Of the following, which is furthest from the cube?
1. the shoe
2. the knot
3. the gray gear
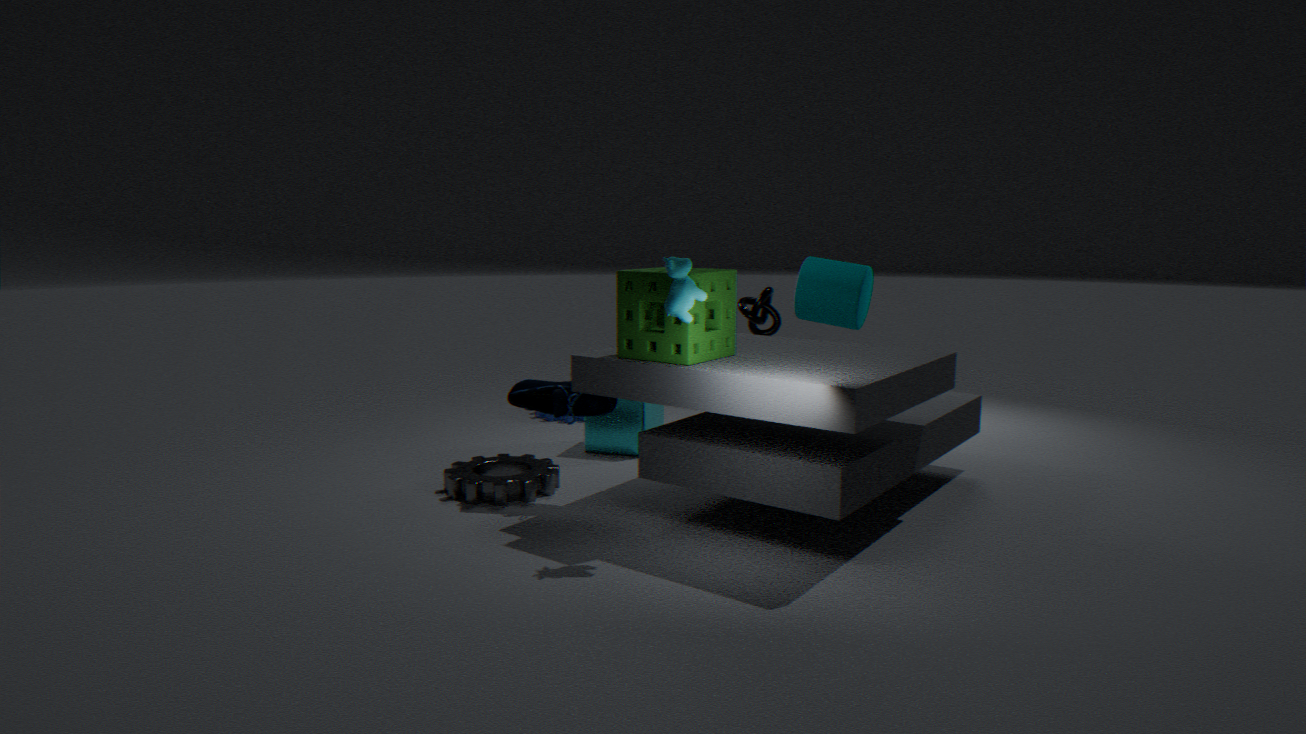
the shoe
